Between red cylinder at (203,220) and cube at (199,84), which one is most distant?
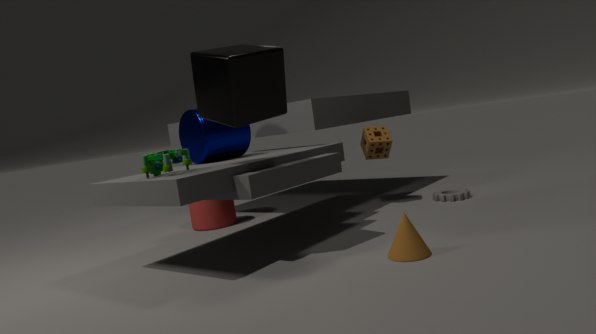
red cylinder at (203,220)
